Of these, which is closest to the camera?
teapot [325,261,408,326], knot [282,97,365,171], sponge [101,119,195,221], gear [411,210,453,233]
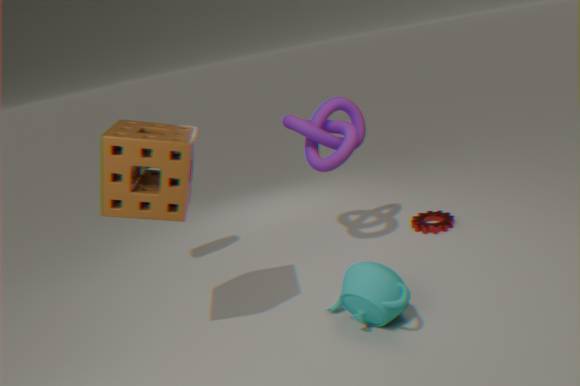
sponge [101,119,195,221]
